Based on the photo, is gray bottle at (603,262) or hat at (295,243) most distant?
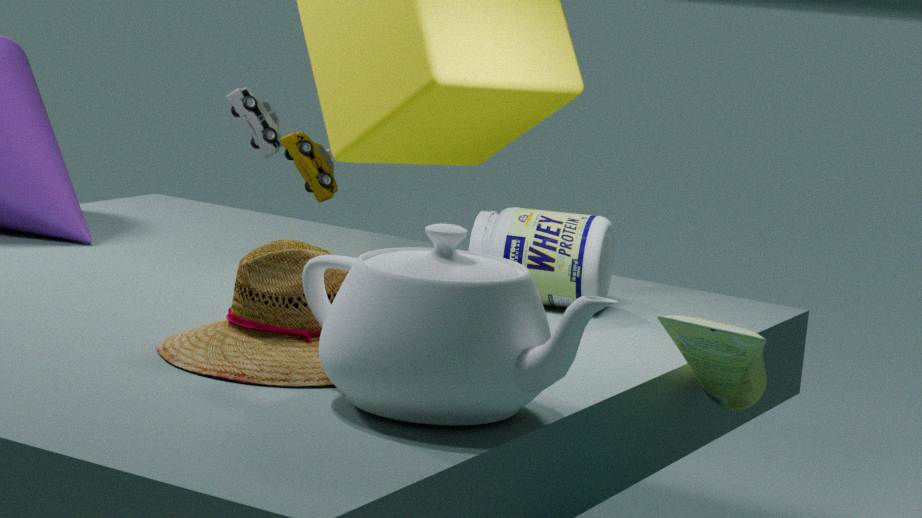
gray bottle at (603,262)
